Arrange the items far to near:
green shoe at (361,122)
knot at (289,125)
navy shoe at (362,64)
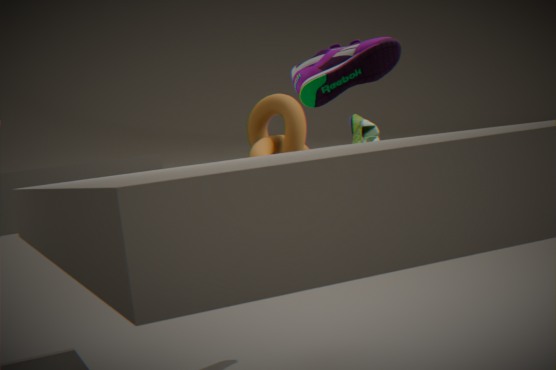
knot at (289,125)
green shoe at (361,122)
navy shoe at (362,64)
